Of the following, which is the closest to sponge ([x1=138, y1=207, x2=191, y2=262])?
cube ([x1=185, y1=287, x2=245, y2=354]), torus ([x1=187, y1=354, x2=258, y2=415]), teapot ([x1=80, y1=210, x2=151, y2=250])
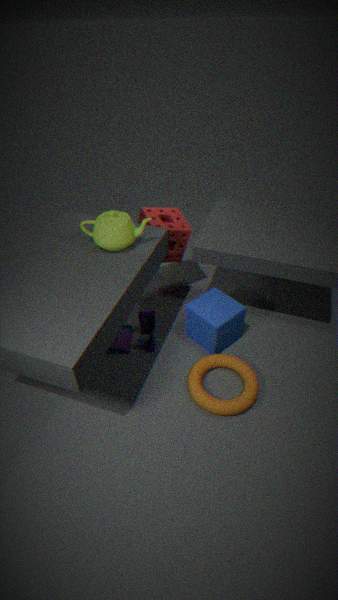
teapot ([x1=80, y1=210, x2=151, y2=250])
